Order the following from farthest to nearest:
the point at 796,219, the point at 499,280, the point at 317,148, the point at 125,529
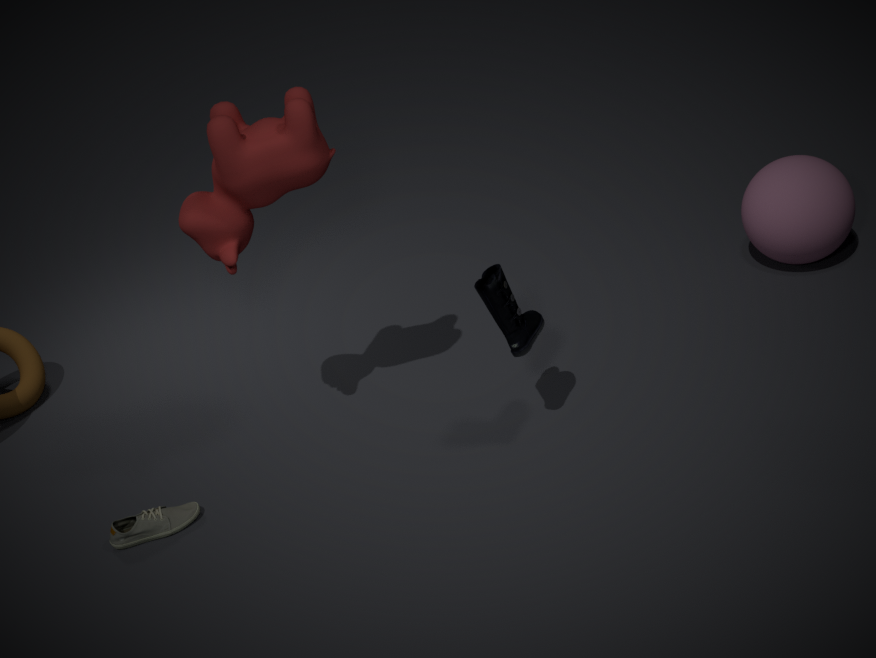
the point at 796,219
the point at 125,529
the point at 499,280
the point at 317,148
